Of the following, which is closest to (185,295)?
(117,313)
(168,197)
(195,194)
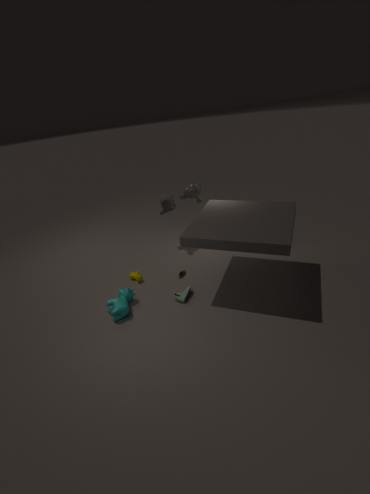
(117,313)
